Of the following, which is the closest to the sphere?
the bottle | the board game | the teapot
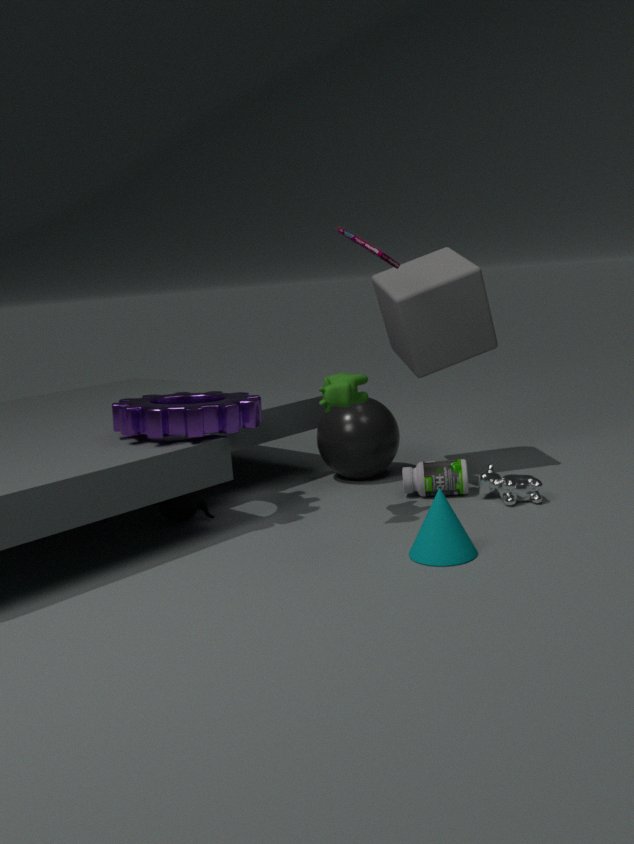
the bottle
